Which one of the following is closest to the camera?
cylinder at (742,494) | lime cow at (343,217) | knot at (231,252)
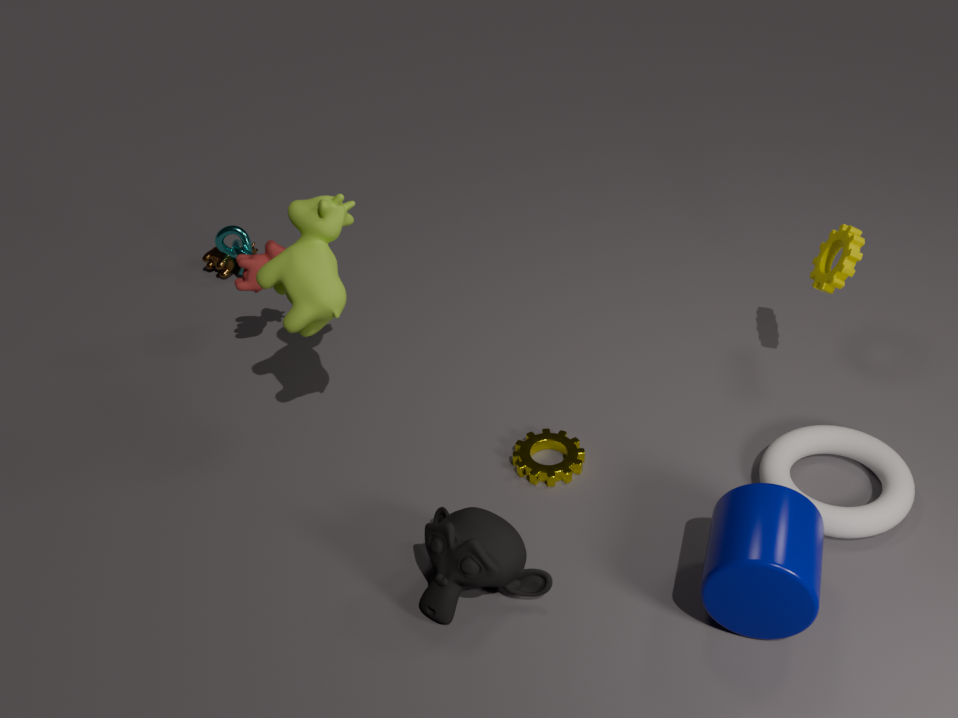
cylinder at (742,494)
